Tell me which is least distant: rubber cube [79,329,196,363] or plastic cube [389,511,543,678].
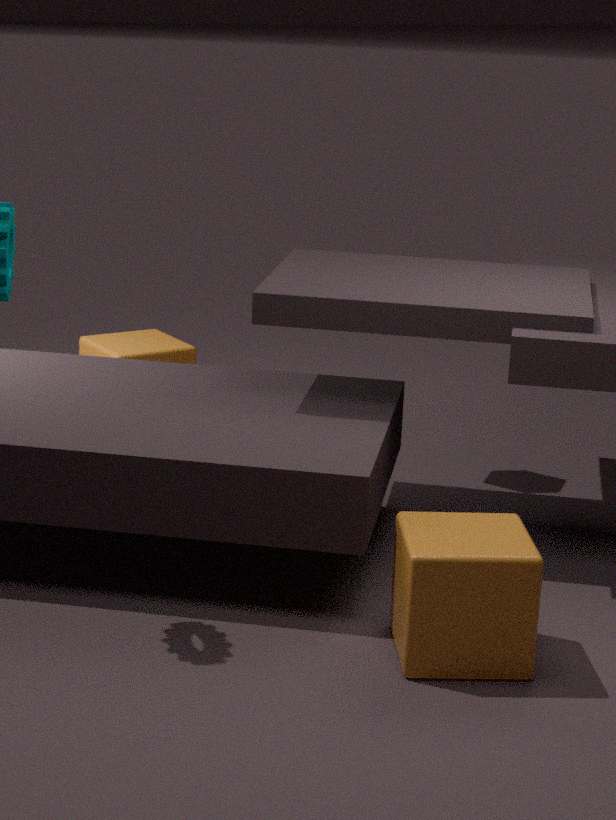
plastic cube [389,511,543,678]
